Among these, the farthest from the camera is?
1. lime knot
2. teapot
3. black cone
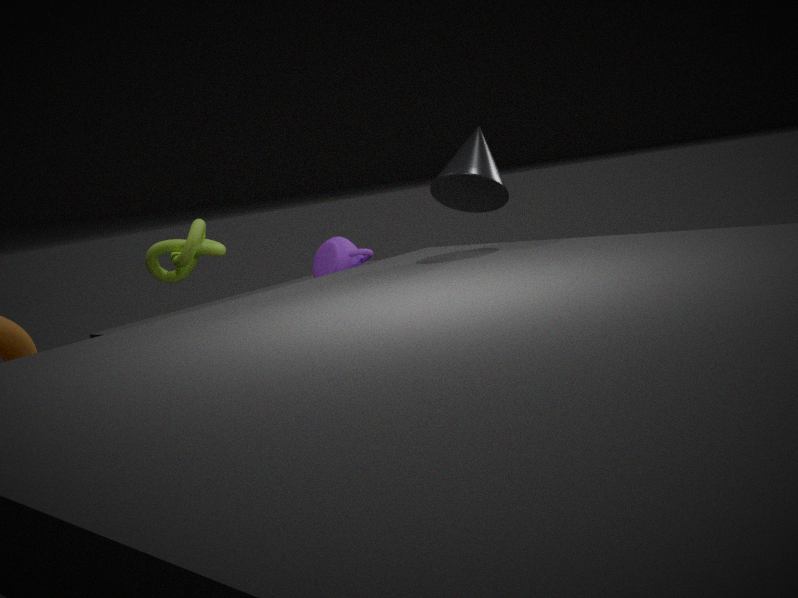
lime knot
